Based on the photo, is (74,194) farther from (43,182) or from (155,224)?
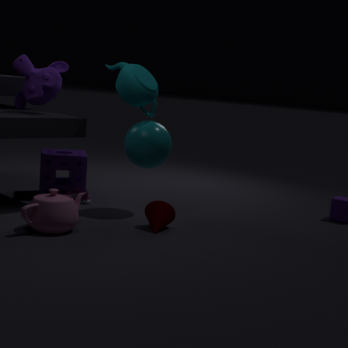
(155,224)
